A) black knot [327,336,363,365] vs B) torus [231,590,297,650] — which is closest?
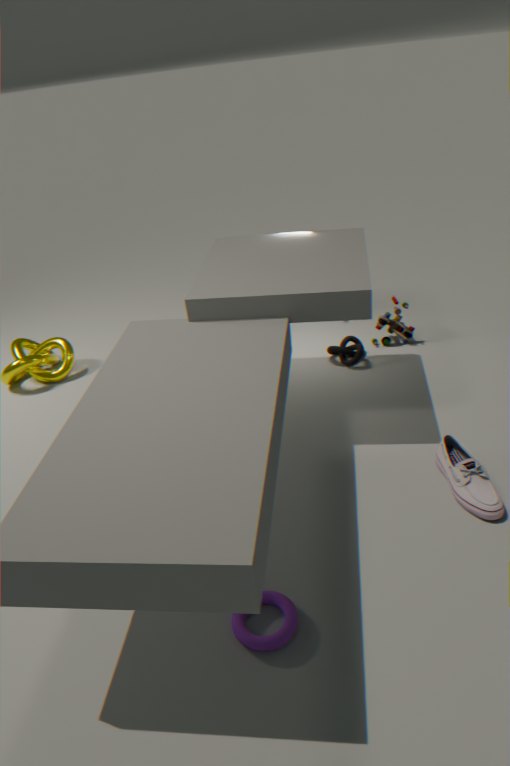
B. torus [231,590,297,650]
